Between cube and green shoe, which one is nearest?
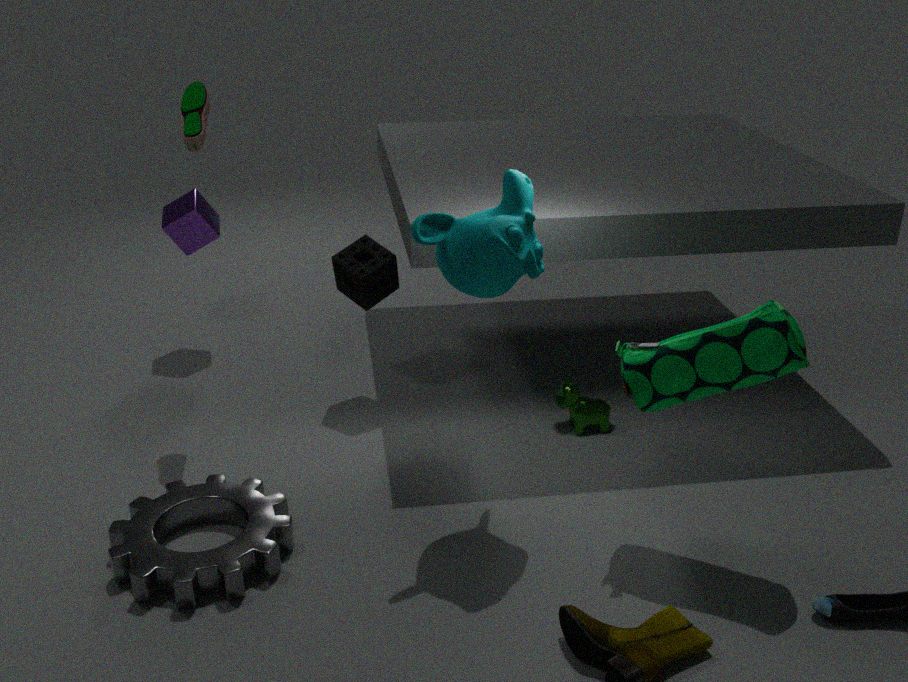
green shoe
